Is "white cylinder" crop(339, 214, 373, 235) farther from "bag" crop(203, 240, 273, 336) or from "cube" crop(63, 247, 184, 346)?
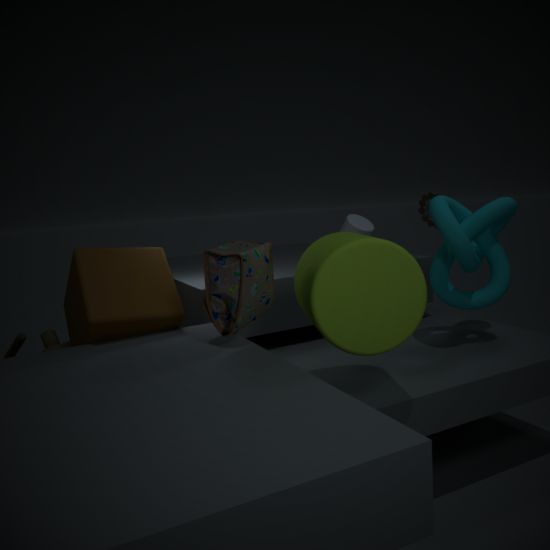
"bag" crop(203, 240, 273, 336)
